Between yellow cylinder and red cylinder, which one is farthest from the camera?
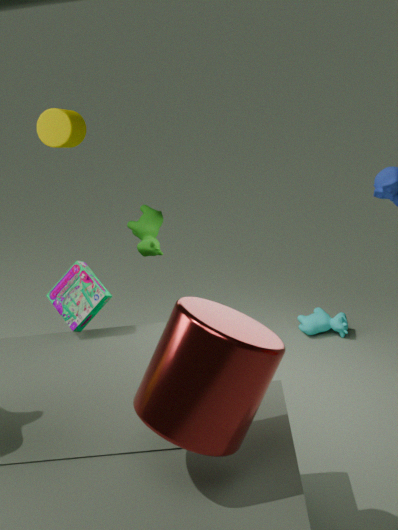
yellow cylinder
